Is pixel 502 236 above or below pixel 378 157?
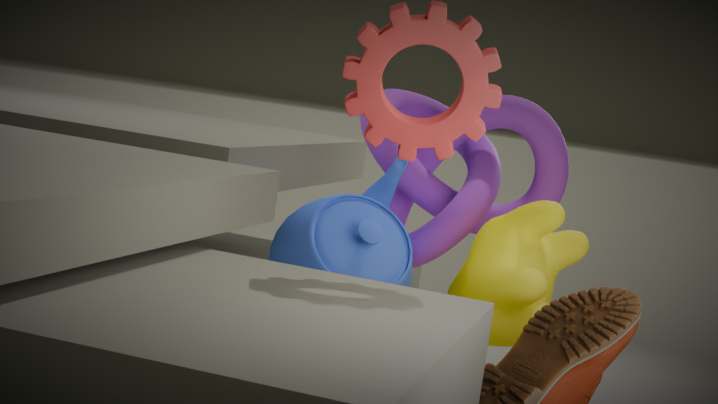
below
